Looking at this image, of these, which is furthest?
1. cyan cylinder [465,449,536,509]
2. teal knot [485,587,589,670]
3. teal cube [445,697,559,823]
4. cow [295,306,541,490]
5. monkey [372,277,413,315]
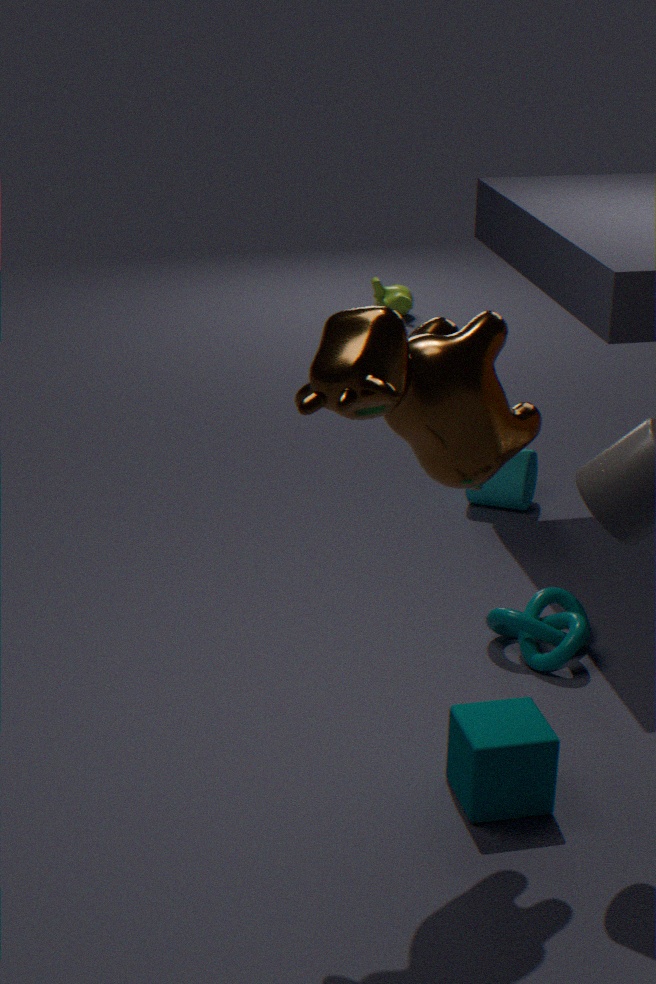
monkey [372,277,413,315]
